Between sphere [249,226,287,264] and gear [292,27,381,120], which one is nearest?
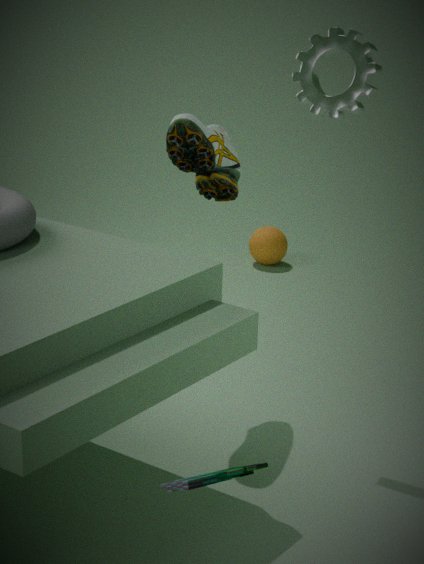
gear [292,27,381,120]
